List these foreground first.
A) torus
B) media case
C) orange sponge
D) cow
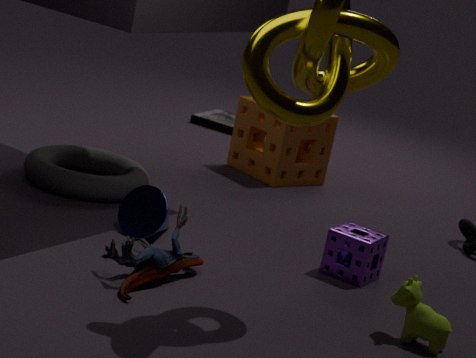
cow → torus → orange sponge → media case
